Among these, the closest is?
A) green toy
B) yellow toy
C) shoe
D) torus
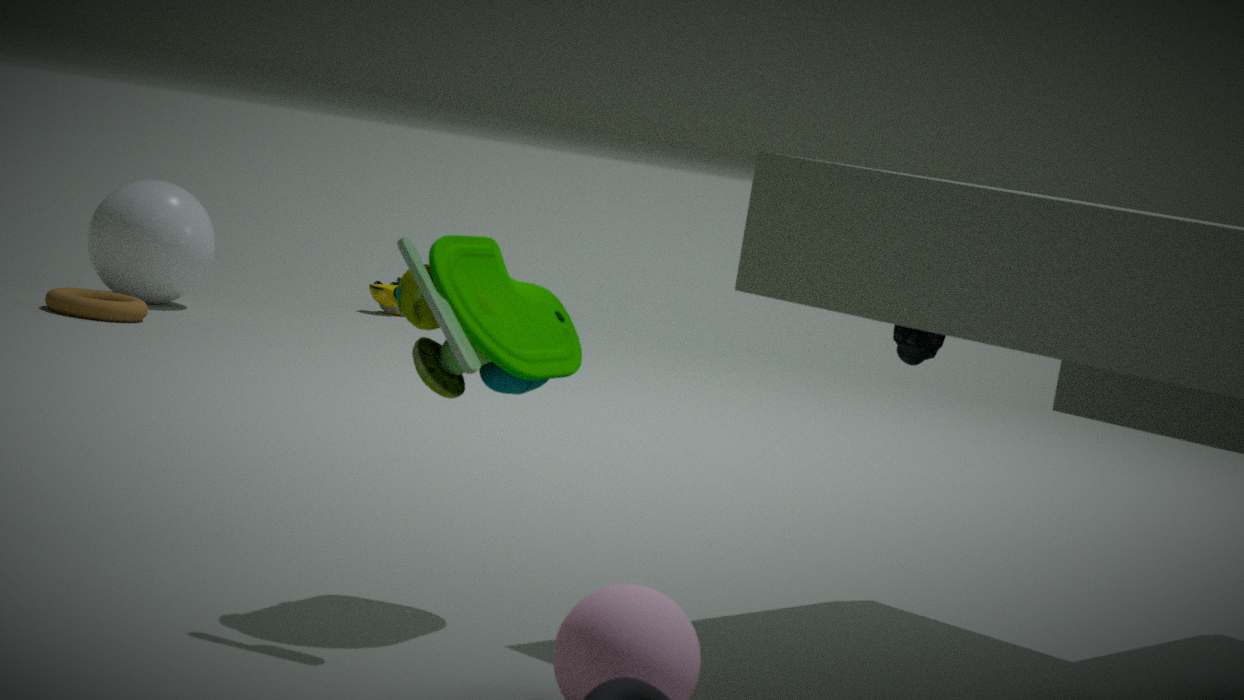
green toy
